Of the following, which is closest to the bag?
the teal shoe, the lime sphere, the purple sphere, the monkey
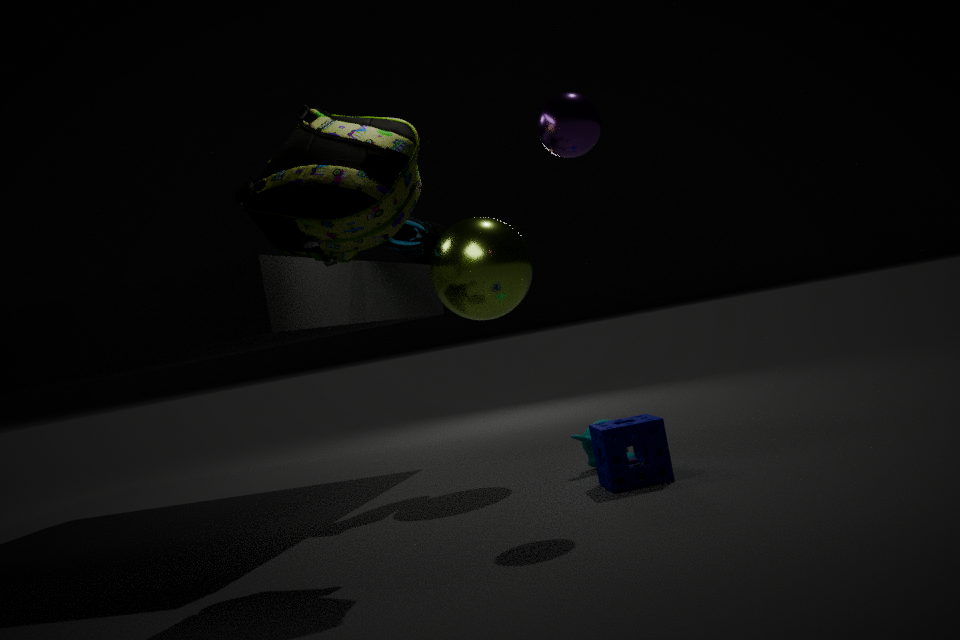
the purple sphere
